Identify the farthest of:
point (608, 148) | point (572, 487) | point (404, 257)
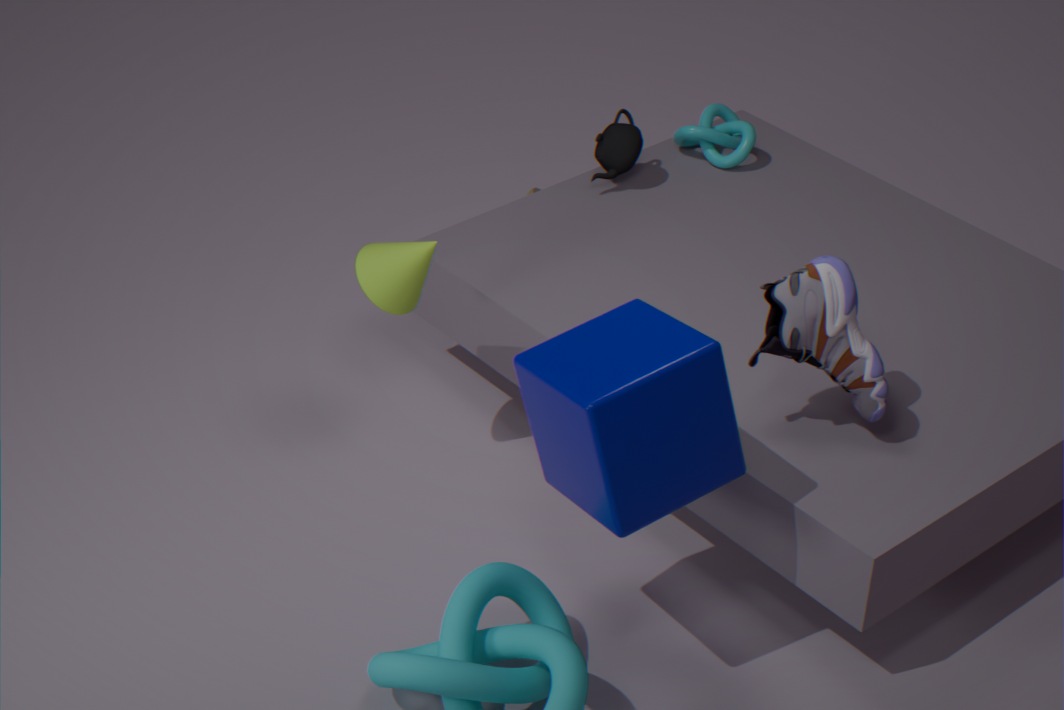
point (608, 148)
